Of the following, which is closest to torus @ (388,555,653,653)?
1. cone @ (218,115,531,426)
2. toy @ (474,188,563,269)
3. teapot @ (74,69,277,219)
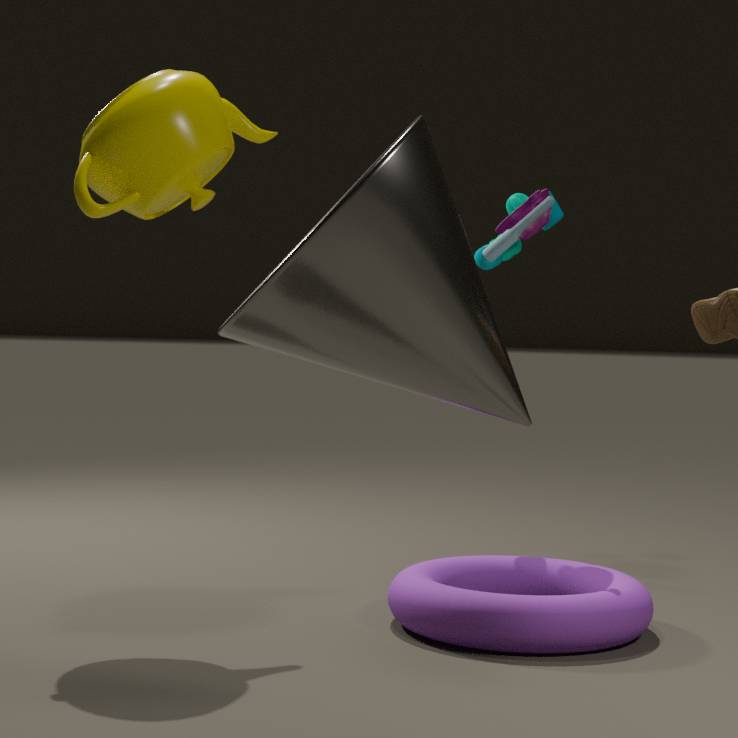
cone @ (218,115,531,426)
